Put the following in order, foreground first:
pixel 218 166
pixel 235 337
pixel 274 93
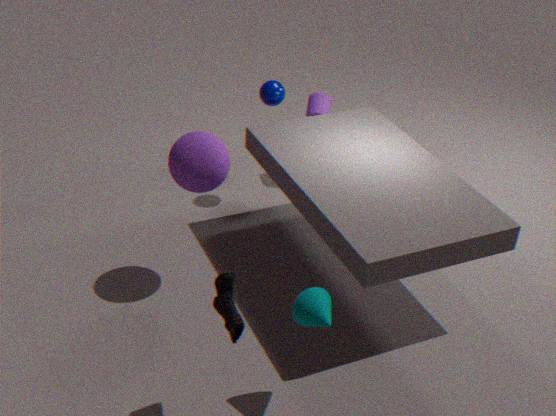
pixel 235 337, pixel 218 166, pixel 274 93
